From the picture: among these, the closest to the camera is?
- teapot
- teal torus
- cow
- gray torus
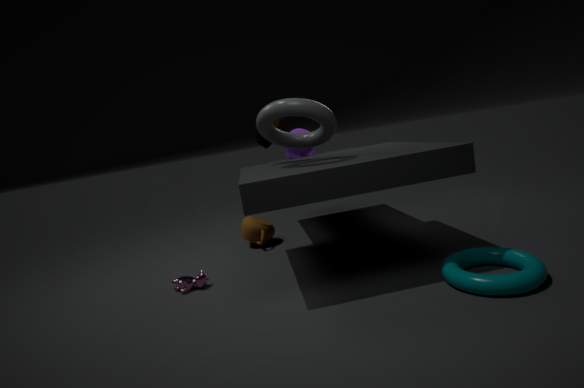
teal torus
